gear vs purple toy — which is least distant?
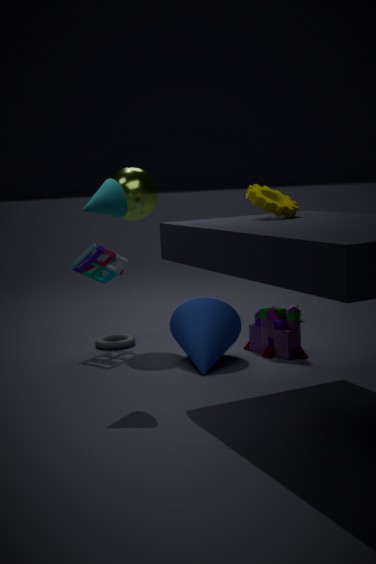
gear
